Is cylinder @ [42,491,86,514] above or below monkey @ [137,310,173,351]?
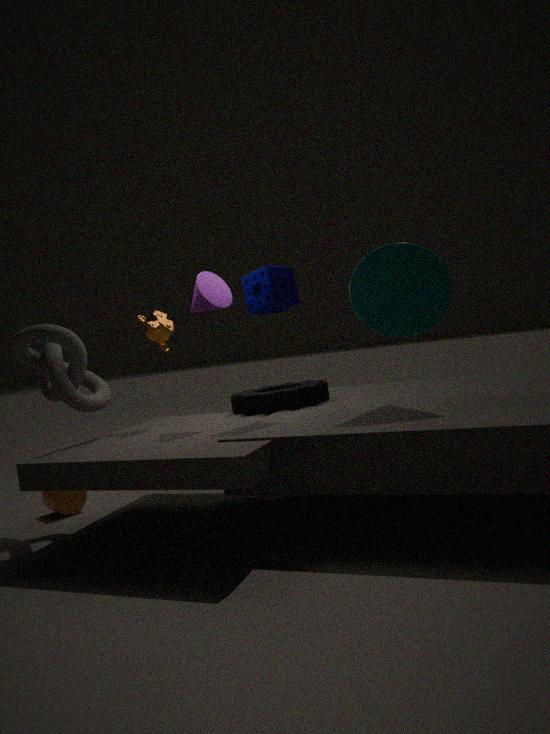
below
